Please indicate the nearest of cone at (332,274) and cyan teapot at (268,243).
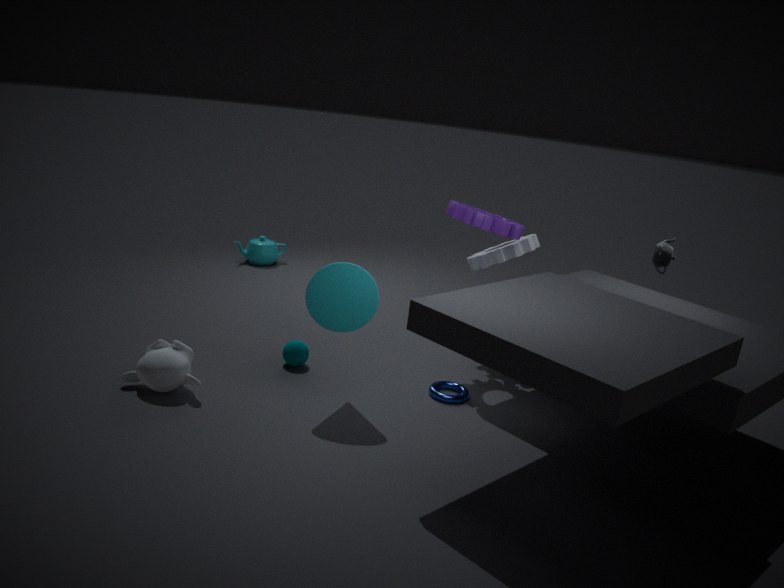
cone at (332,274)
